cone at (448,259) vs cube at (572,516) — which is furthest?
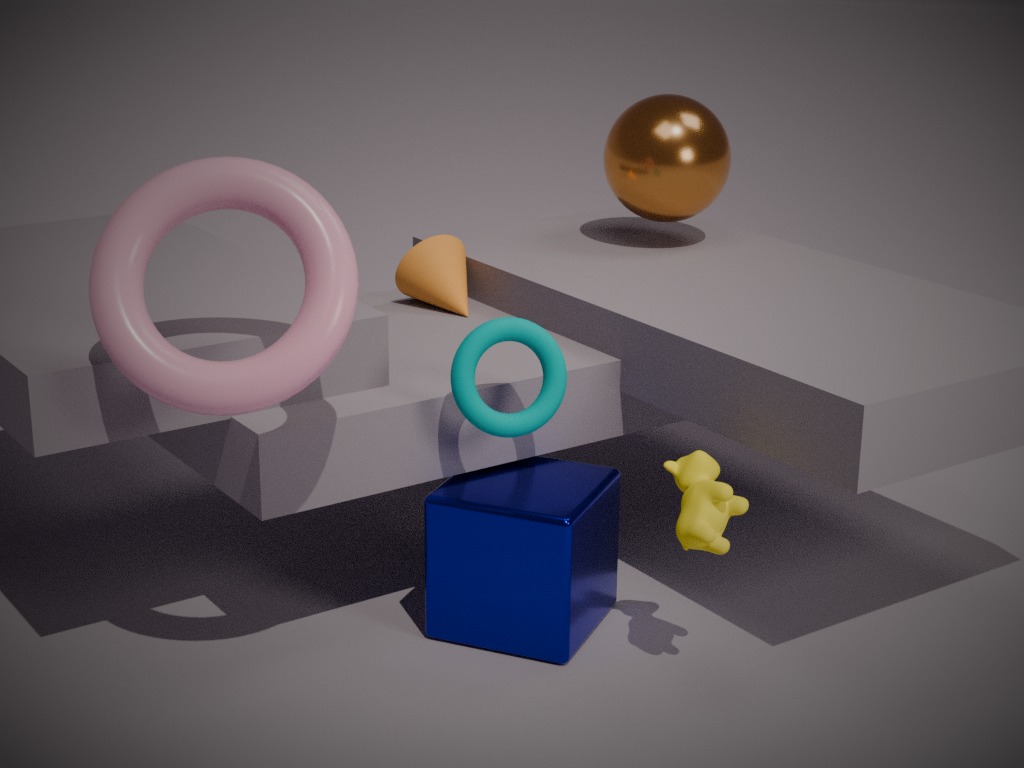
cone at (448,259)
